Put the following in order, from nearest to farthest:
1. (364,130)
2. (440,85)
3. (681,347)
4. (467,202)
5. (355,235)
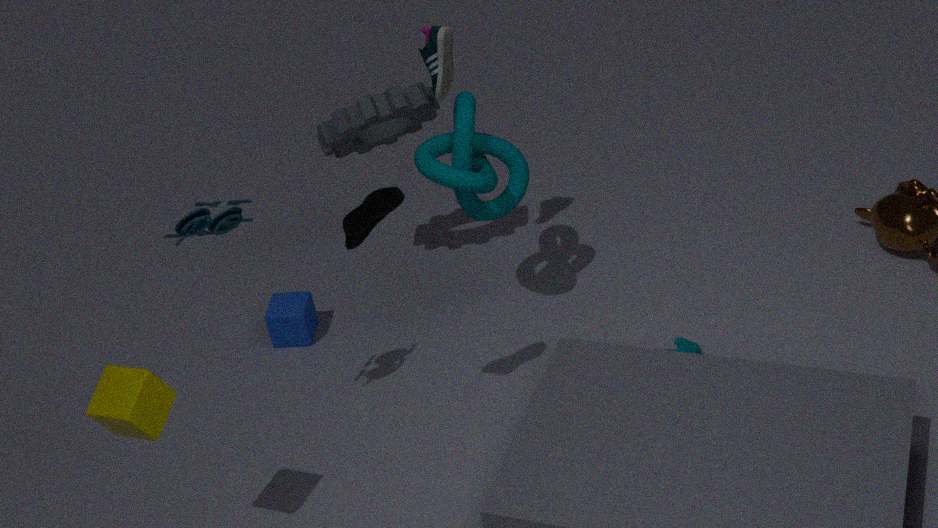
1. (355,235)
2. (681,347)
3. (467,202)
4. (440,85)
5. (364,130)
